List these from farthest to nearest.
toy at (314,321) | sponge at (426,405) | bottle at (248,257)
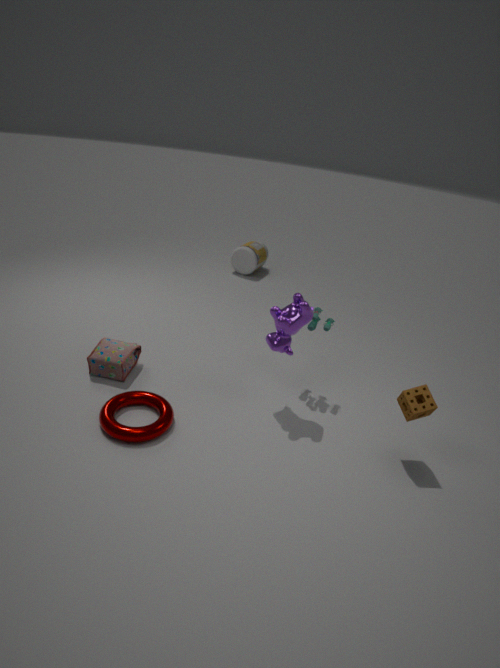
bottle at (248,257) → toy at (314,321) → sponge at (426,405)
